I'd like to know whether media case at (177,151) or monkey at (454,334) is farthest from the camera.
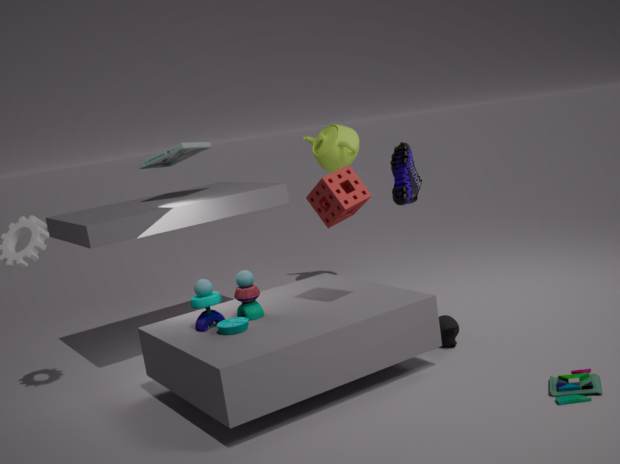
media case at (177,151)
